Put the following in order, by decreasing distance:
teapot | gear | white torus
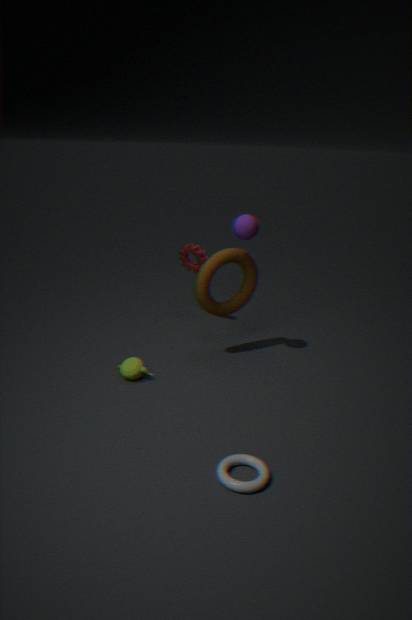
gear < teapot < white torus
